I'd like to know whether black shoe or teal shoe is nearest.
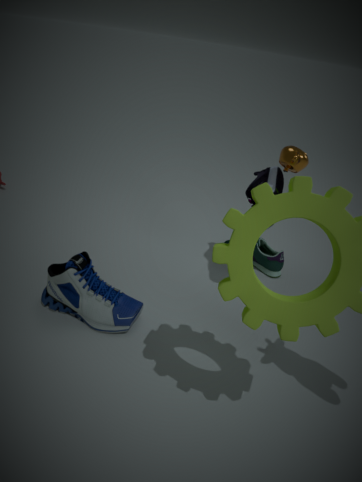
black shoe
